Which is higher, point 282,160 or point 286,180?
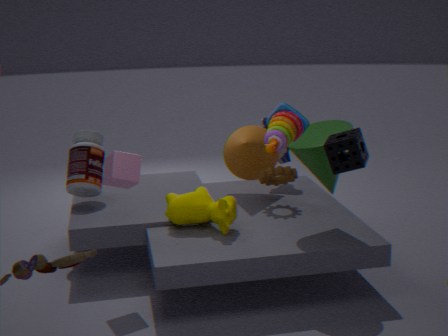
point 282,160
